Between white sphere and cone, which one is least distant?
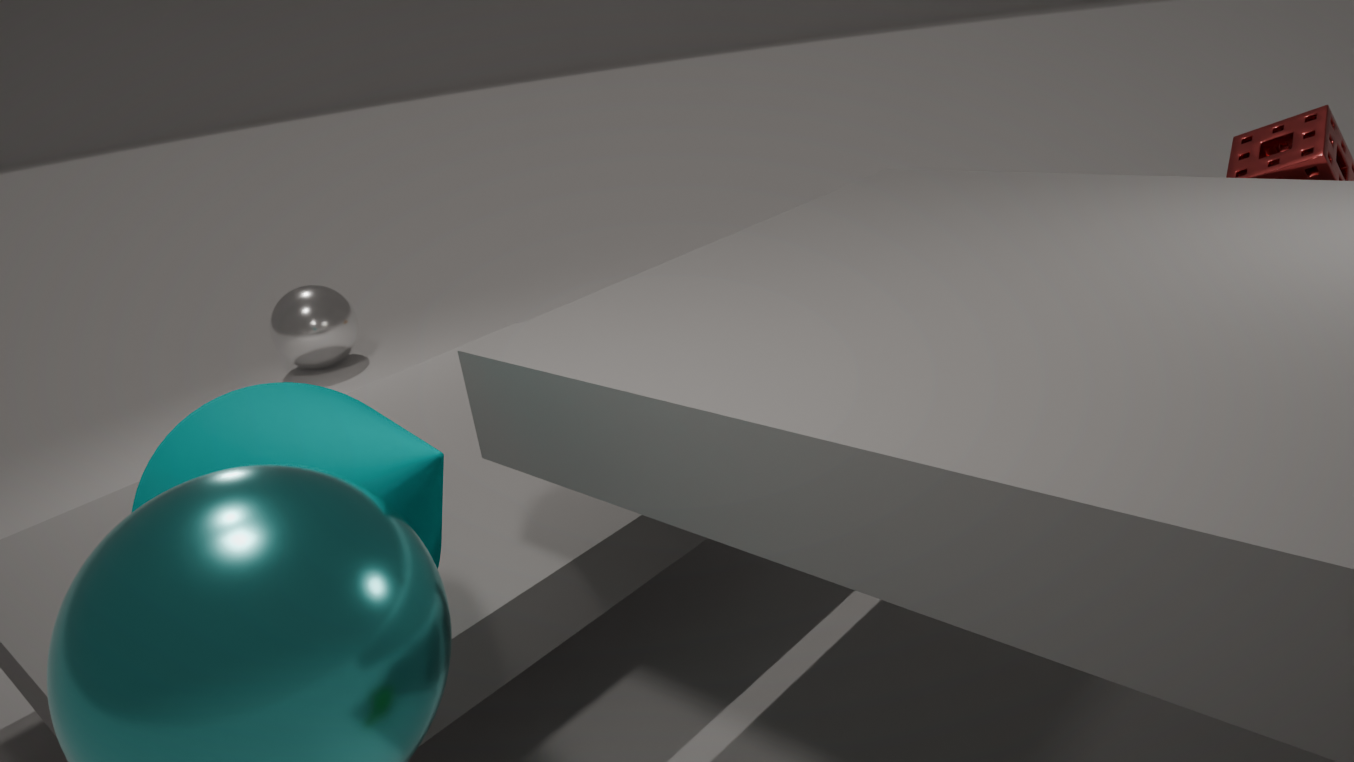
cone
